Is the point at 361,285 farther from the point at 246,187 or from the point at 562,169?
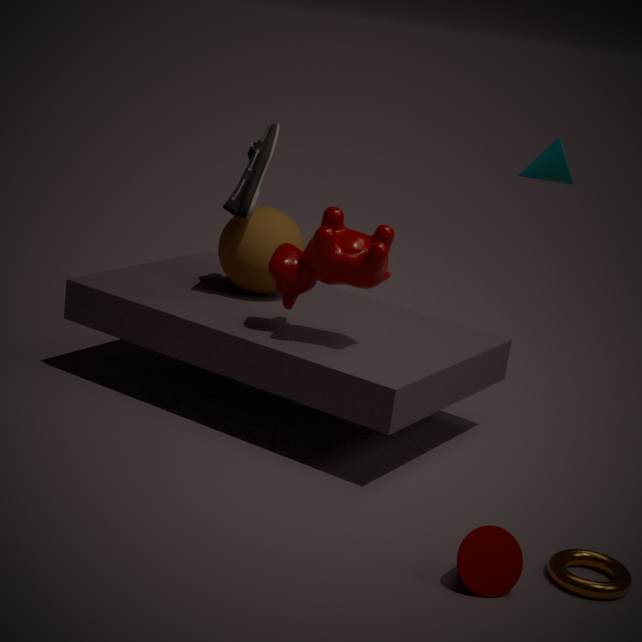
the point at 562,169
